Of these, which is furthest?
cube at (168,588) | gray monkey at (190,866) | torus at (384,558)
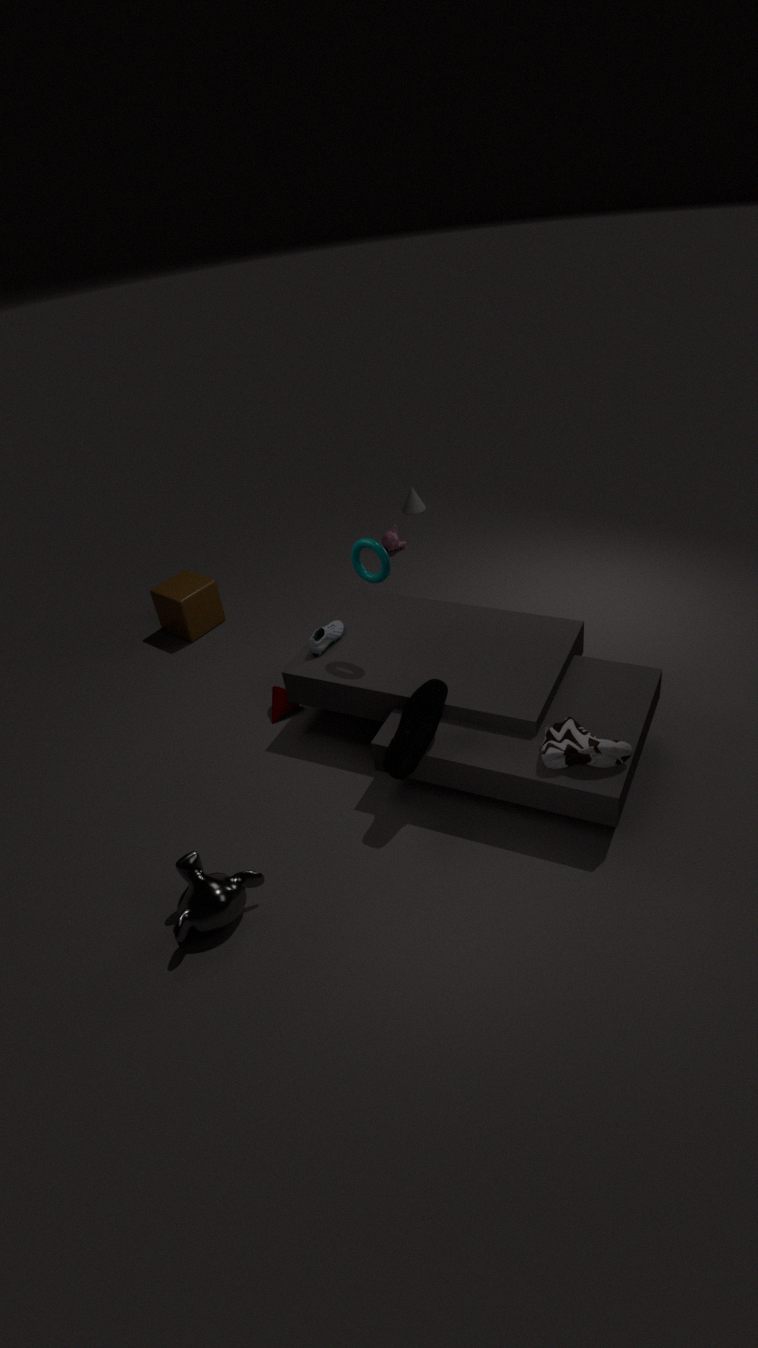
cube at (168,588)
